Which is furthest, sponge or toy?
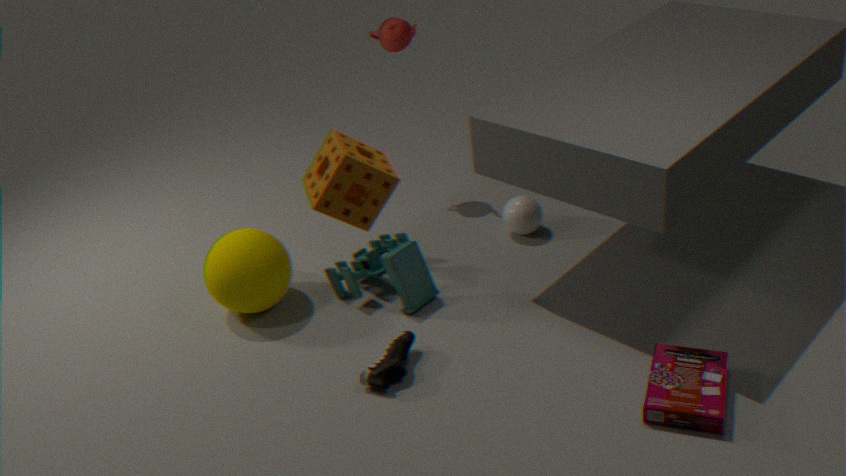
toy
